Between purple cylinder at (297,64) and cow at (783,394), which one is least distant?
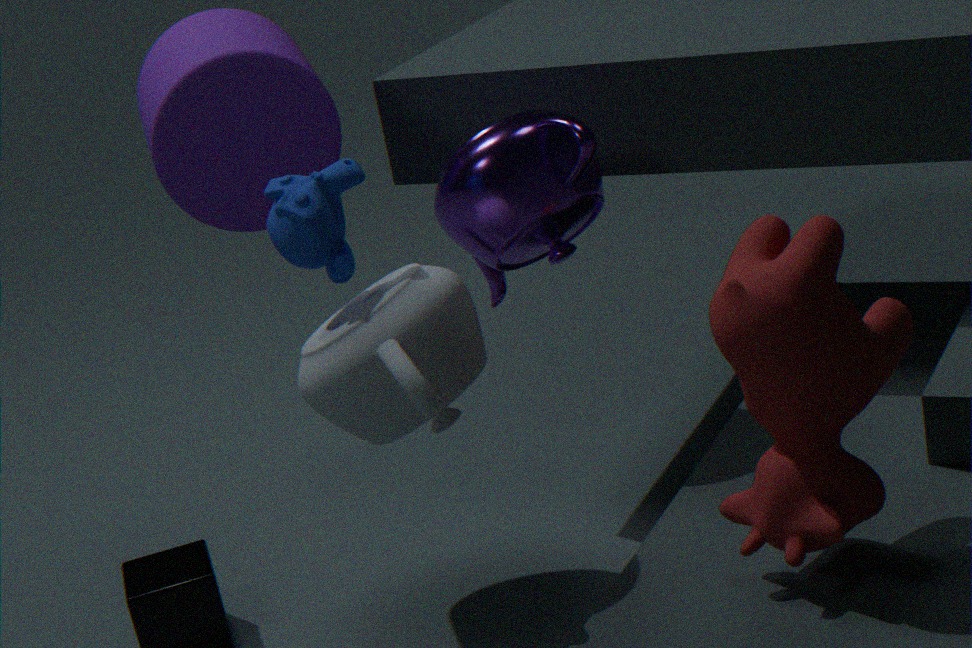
cow at (783,394)
